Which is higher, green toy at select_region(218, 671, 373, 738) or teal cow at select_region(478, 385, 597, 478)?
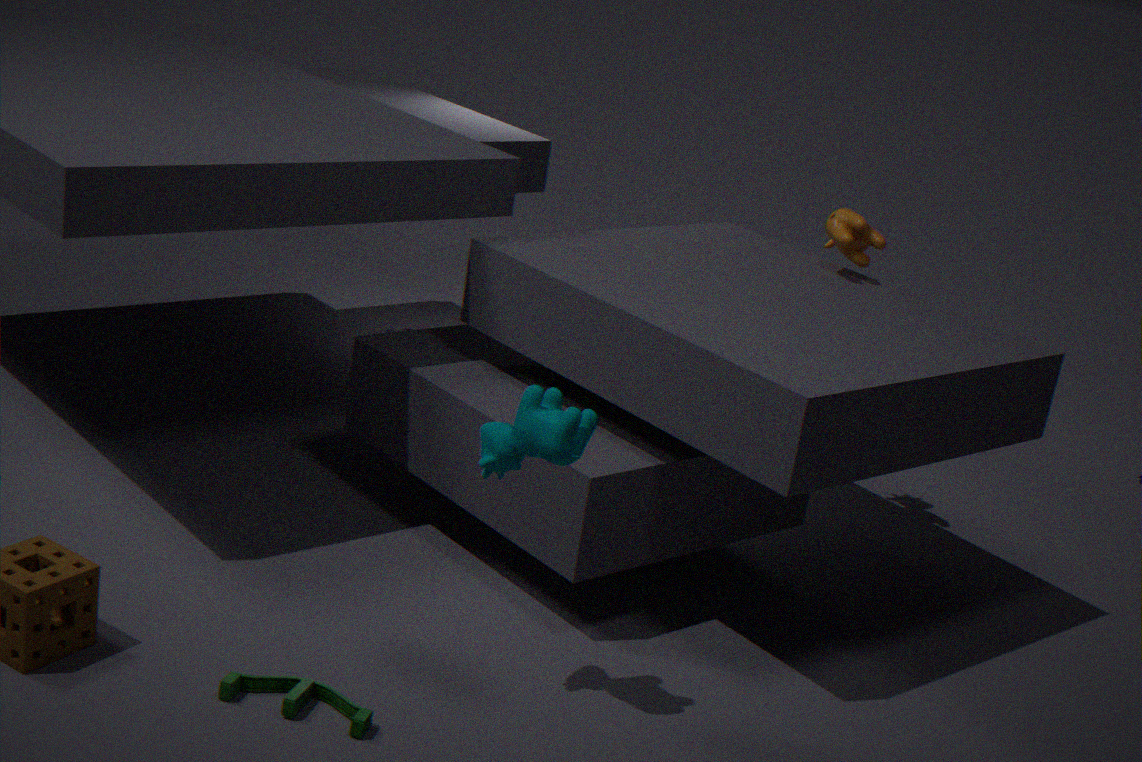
teal cow at select_region(478, 385, 597, 478)
